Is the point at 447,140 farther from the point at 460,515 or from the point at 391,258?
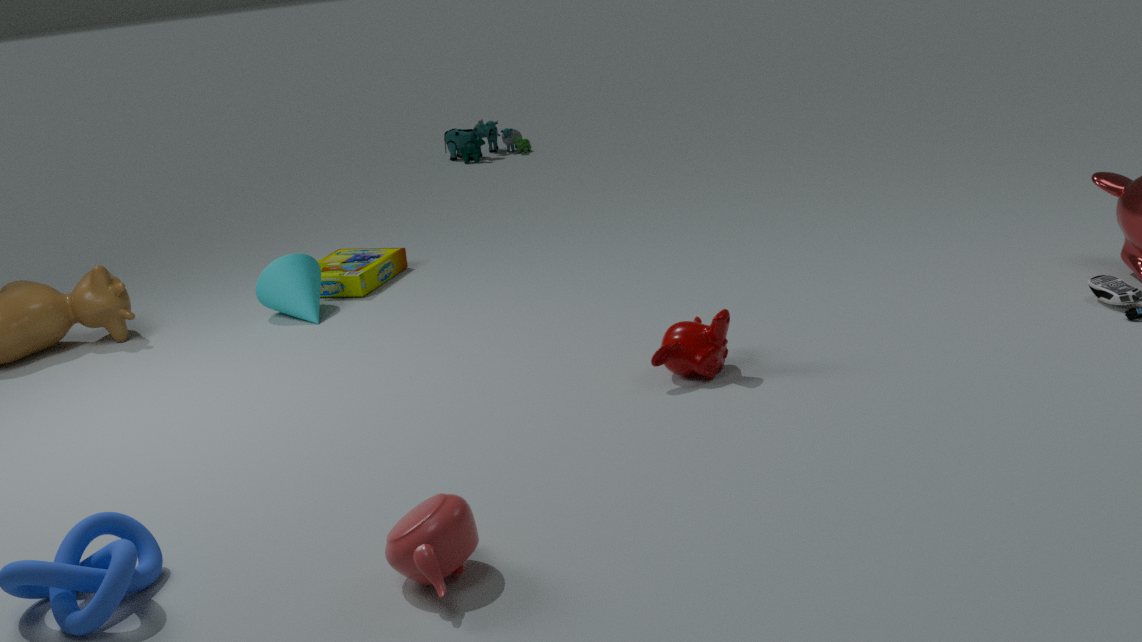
the point at 460,515
